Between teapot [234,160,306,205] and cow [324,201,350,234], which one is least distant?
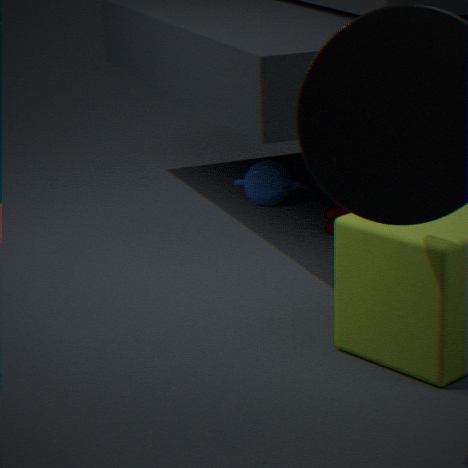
cow [324,201,350,234]
